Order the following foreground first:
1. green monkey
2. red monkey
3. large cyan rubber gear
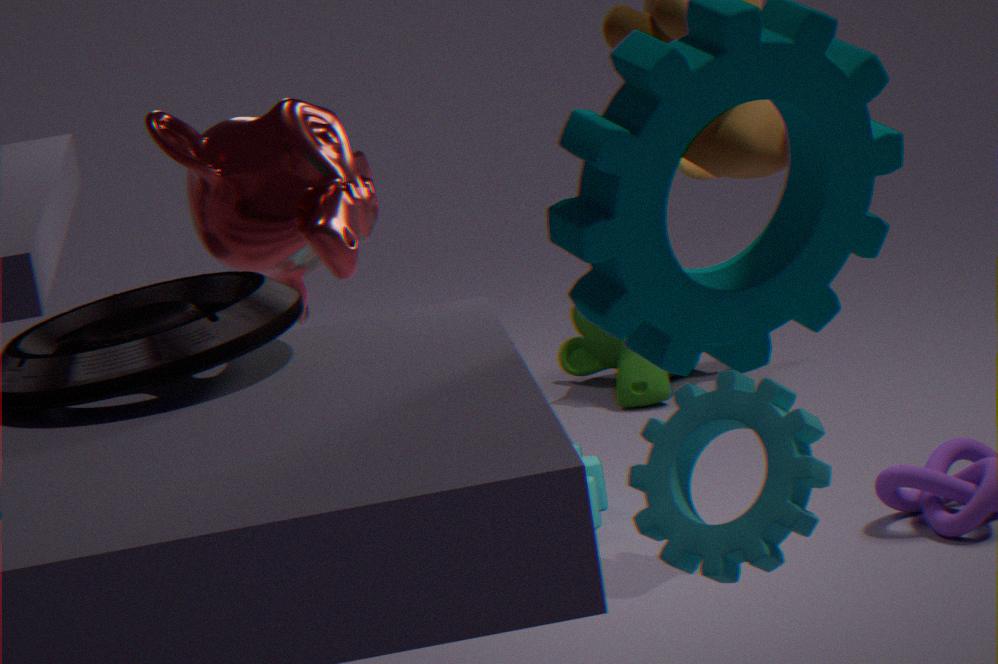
1. red monkey
2. large cyan rubber gear
3. green monkey
